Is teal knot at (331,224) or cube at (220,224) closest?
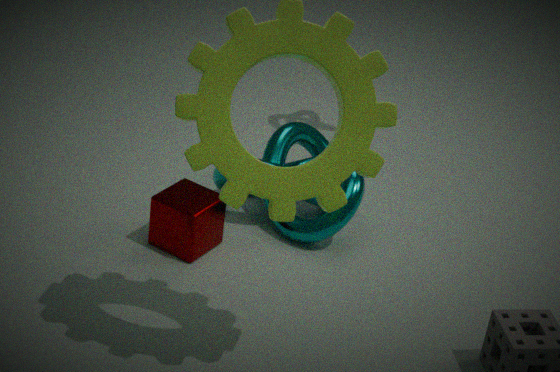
cube at (220,224)
